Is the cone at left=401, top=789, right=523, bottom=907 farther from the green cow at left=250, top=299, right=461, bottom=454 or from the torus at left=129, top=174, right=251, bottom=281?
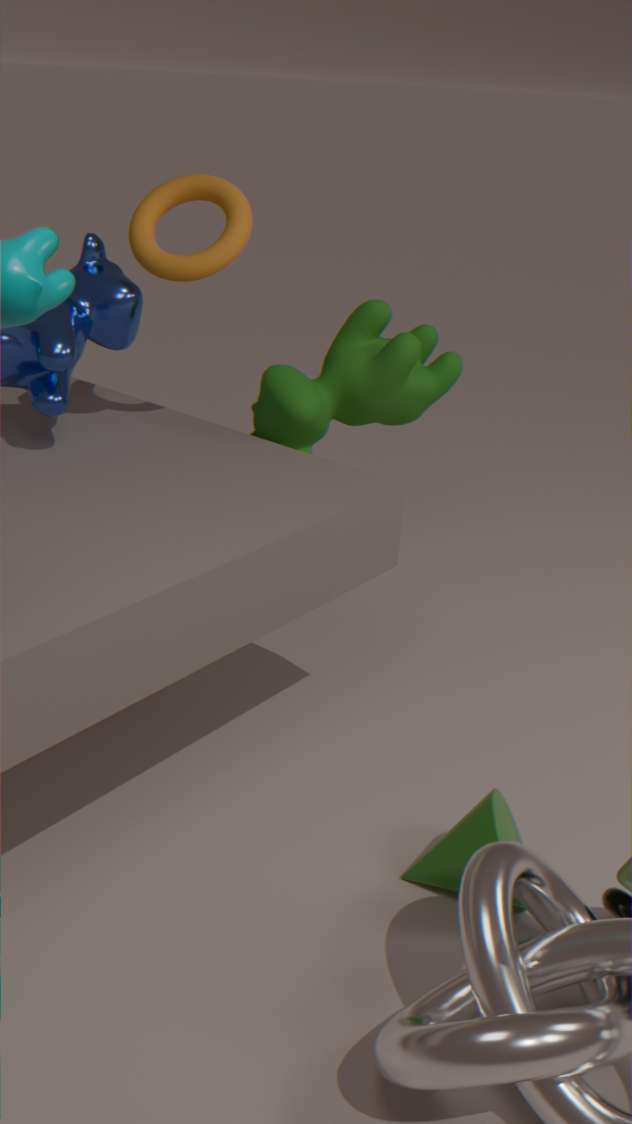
the torus at left=129, top=174, right=251, bottom=281
